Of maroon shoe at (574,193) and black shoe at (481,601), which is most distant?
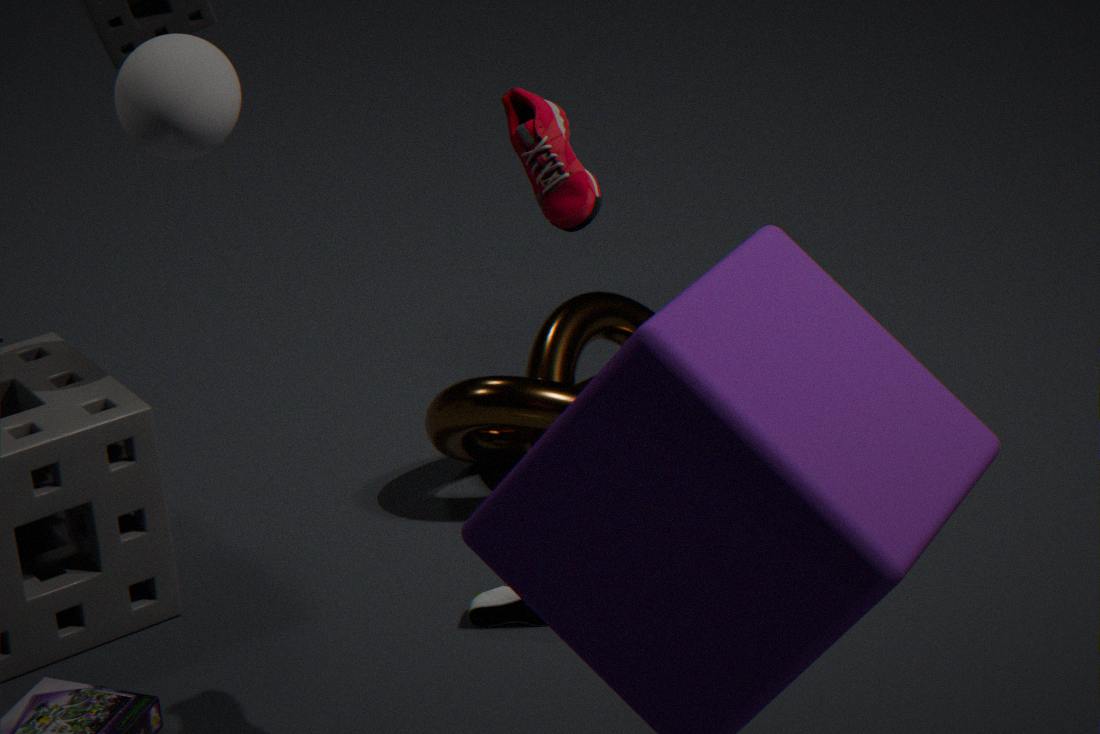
black shoe at (481,601)
